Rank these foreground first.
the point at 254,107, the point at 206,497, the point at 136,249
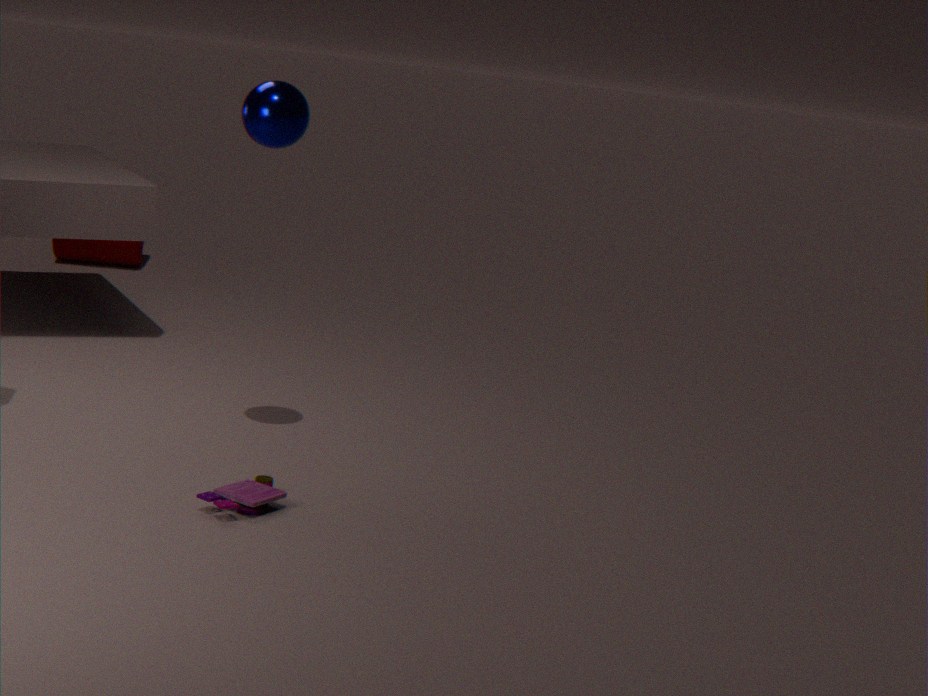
the point at 206,497, the point at 254,107, the point at 136,249
